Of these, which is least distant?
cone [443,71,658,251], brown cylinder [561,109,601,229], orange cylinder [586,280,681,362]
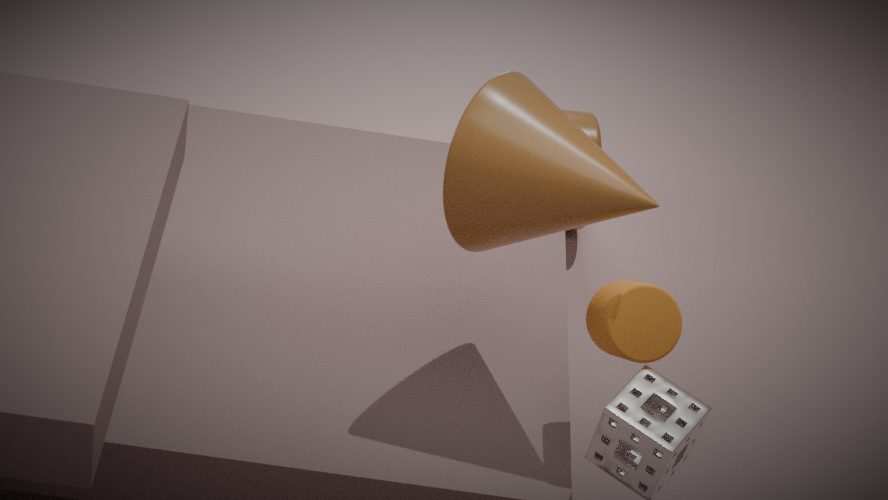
cone [443,71,658,251]
